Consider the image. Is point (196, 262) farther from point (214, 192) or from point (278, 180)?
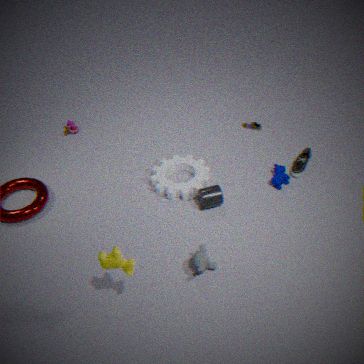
point (278, 180)
